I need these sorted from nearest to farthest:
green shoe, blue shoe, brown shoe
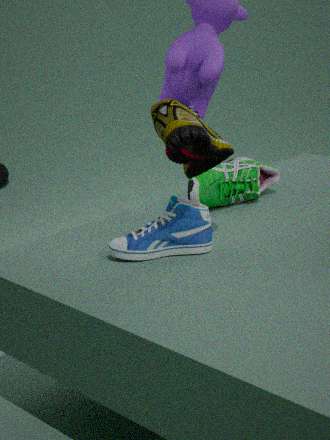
brown shoe
blue shoe
green shoe
